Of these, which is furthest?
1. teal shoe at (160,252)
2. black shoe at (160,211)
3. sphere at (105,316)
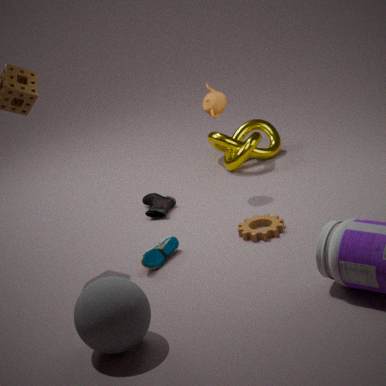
black shoe at (160,211)
